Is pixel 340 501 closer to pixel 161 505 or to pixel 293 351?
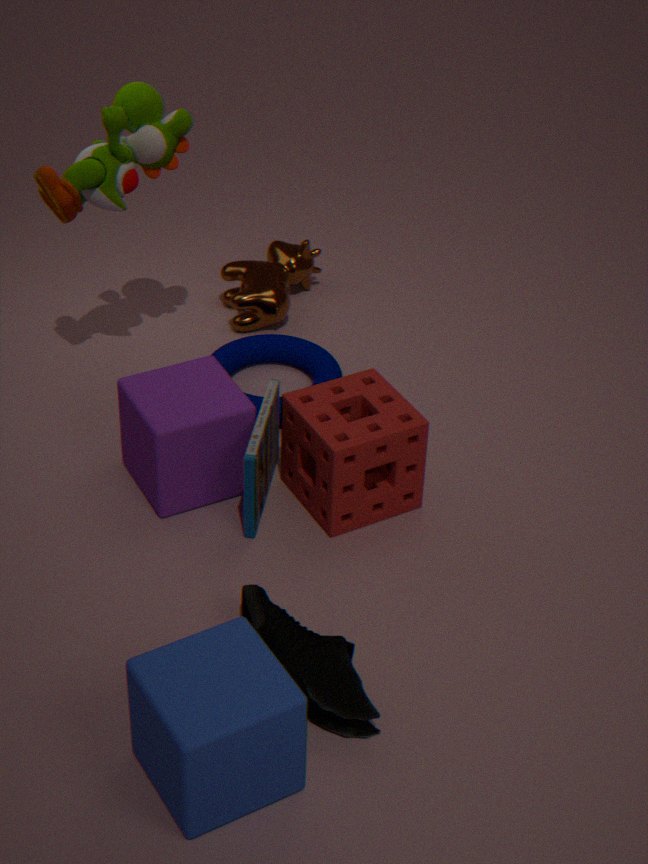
pixel 161 505
